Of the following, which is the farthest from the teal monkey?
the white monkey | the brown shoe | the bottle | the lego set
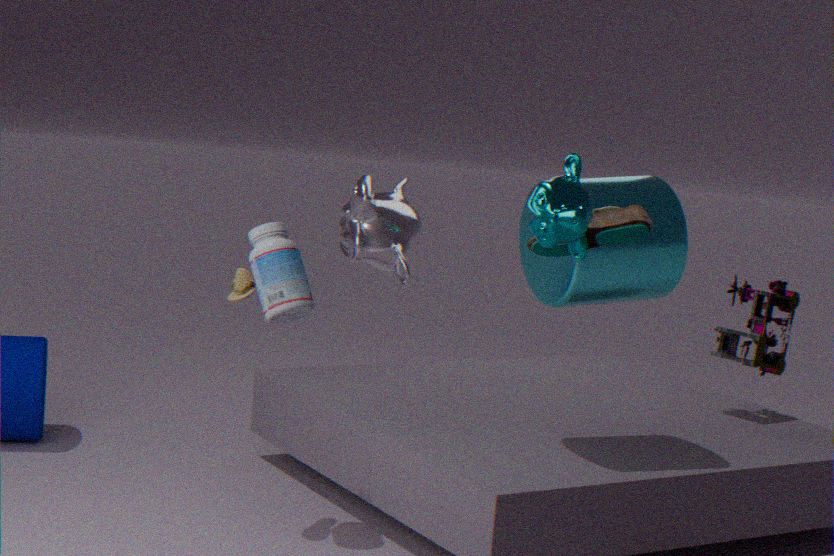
the white monkey
